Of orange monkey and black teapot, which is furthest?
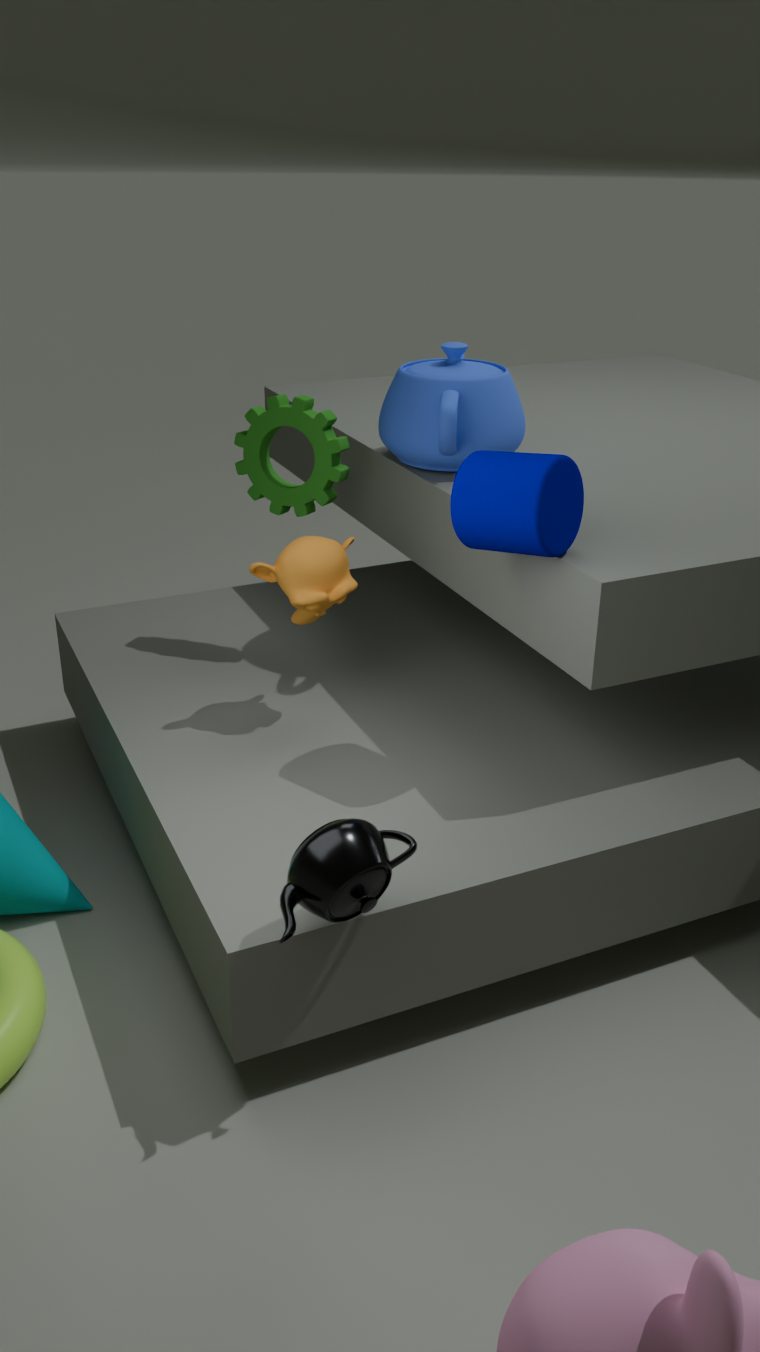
Result: orange monkey
